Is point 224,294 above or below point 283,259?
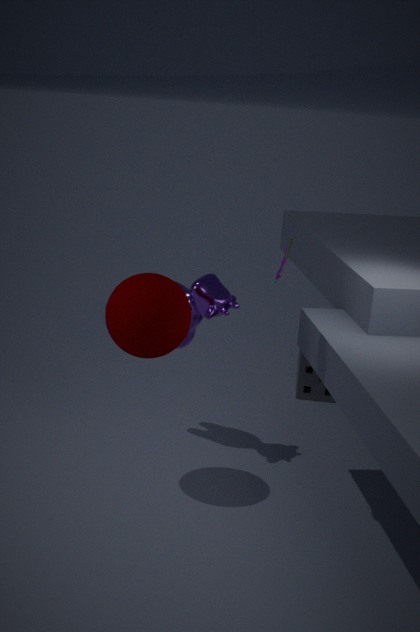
below
